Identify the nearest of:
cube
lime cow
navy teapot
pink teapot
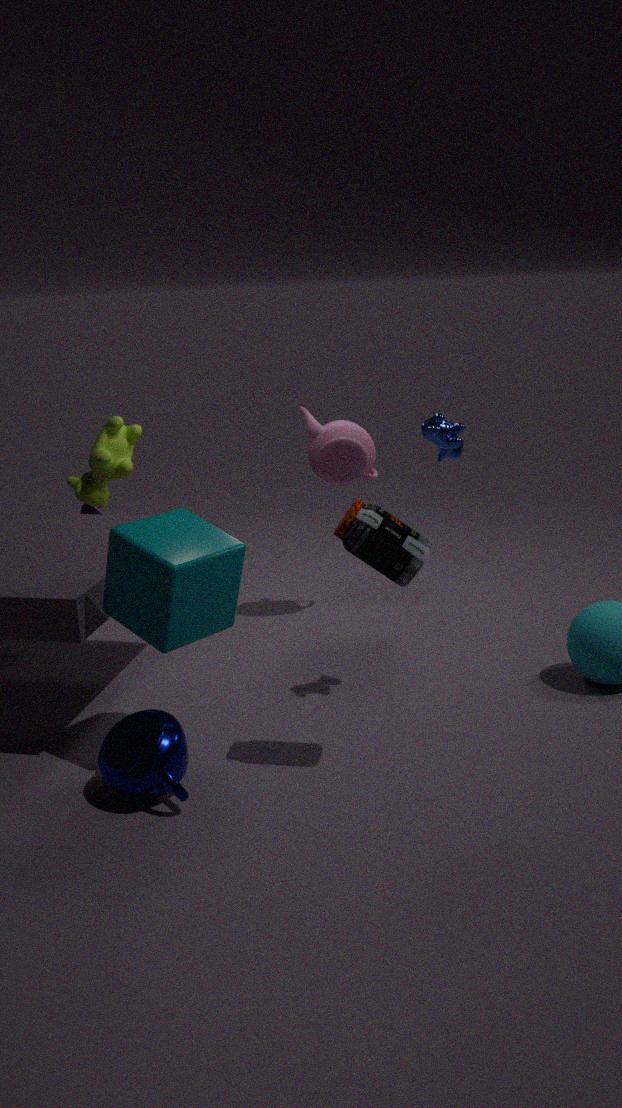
navy teapot
